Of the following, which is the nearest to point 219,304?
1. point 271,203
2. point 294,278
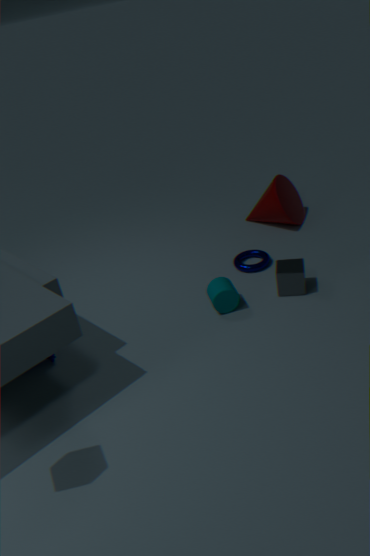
point 294,278
